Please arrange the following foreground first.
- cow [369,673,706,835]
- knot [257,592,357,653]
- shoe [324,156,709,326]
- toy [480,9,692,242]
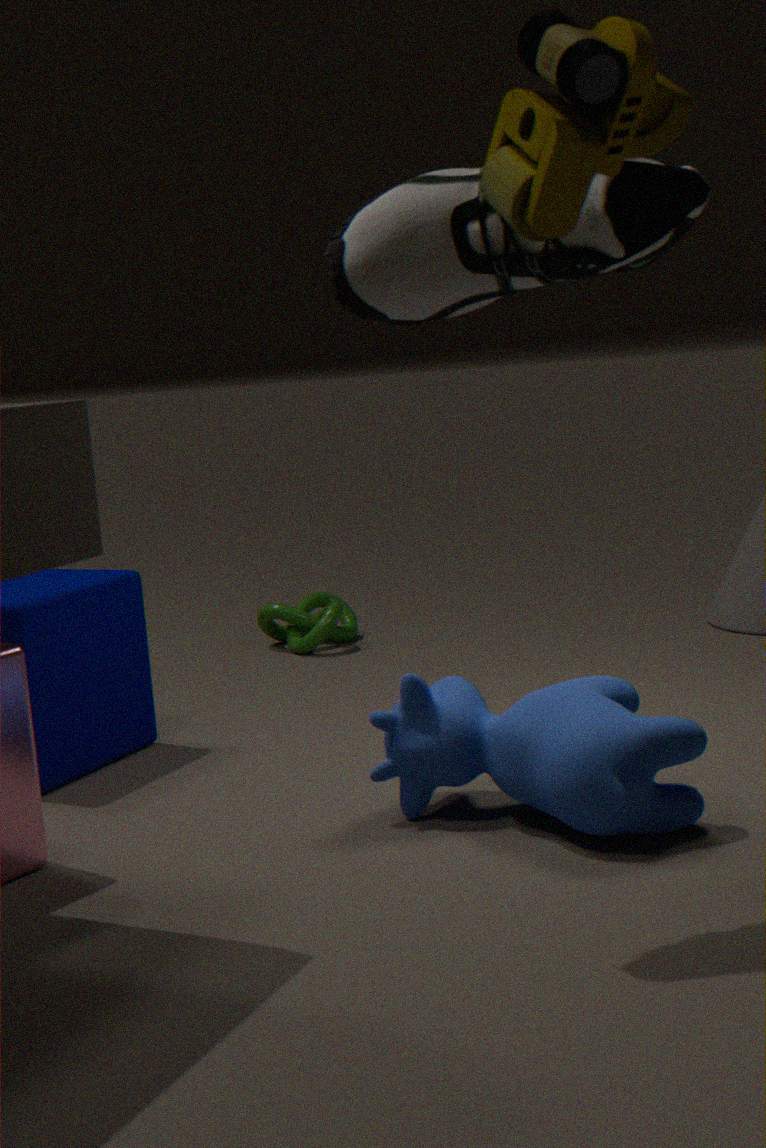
1. toy [480,9,692,242]
2. shoe [324,156,709,326]
3. cow [369,673,706,835]
4. knot [257,592,357,653]
